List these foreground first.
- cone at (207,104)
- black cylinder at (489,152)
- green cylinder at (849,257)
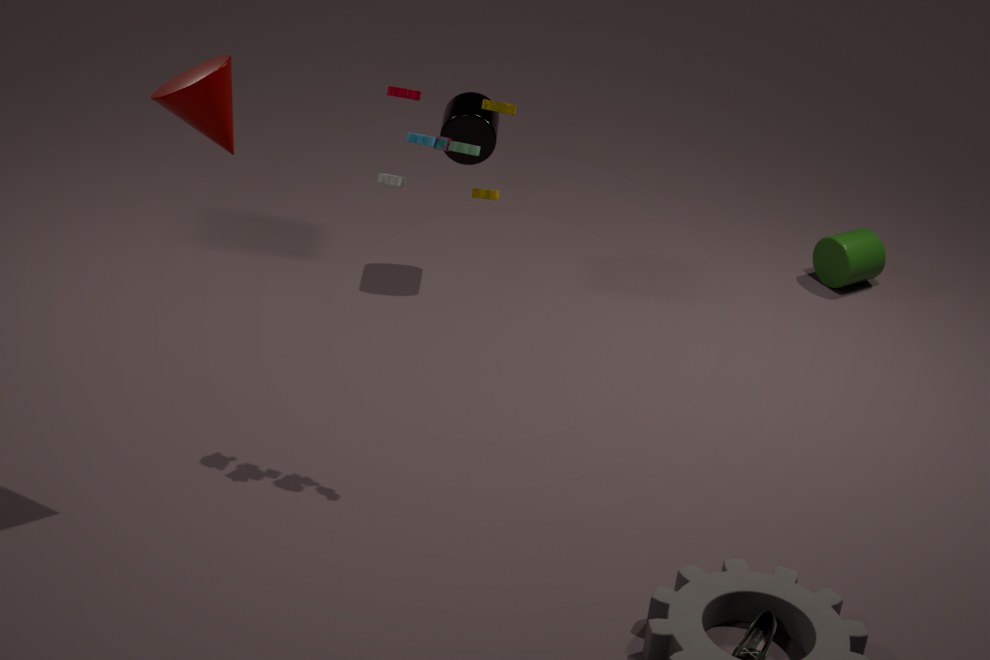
cone at (207,104)
black cylinder at (489,152)
green cylinder at (849,257)
